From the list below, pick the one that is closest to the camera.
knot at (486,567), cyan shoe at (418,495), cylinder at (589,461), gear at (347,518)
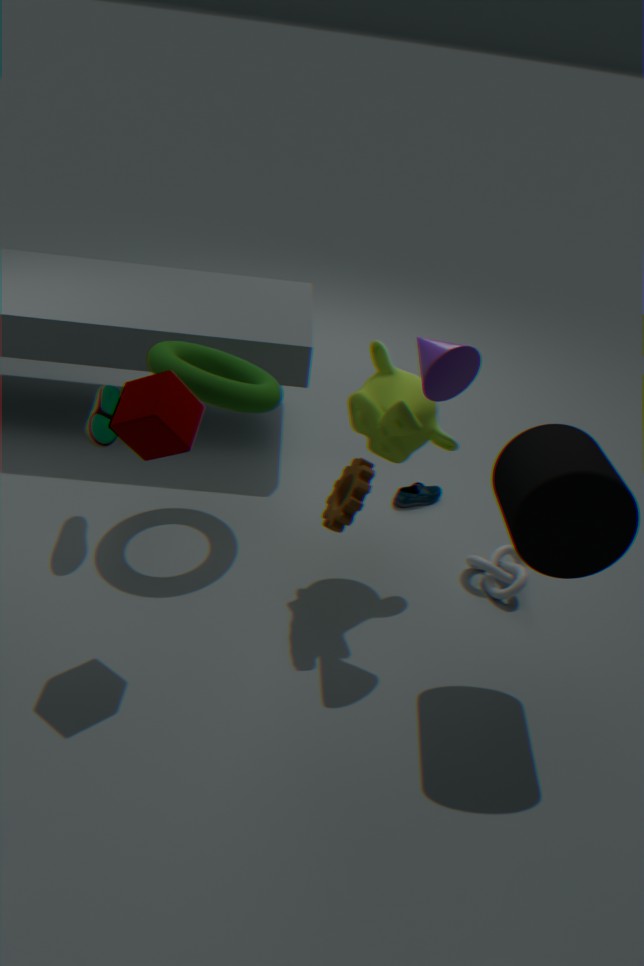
cylinder at (589,461)
